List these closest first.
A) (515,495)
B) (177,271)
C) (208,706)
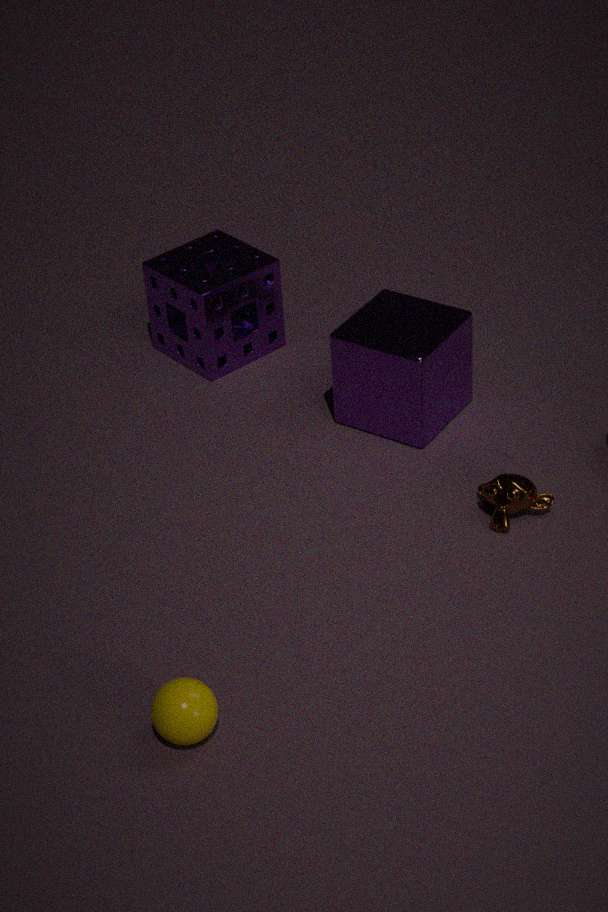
(208,706)
(515,495)
(177,271)
